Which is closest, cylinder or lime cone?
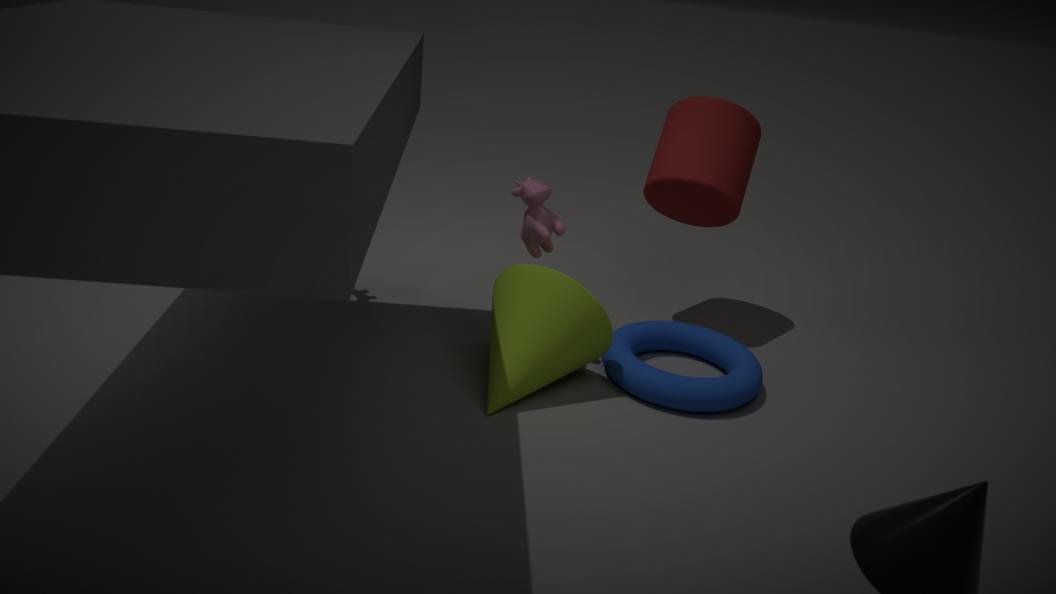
lime cone
